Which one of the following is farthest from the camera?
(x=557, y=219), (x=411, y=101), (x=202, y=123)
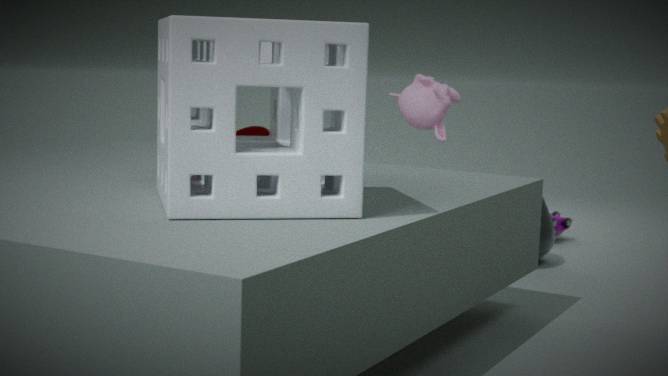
(x=557, y=219)
